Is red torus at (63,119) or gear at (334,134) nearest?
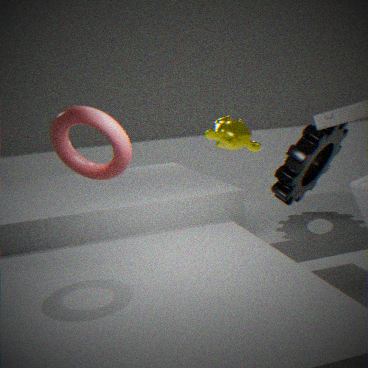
red torus at (63,119)
